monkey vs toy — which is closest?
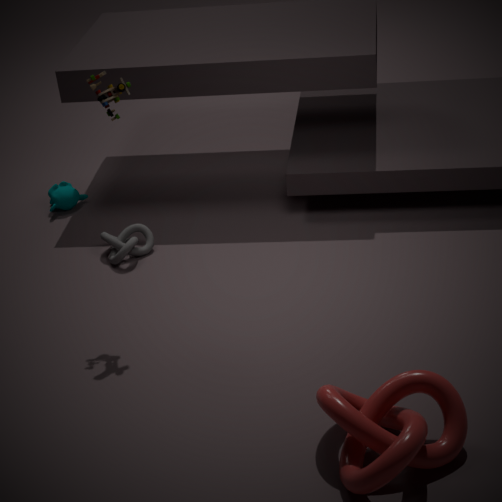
toy
